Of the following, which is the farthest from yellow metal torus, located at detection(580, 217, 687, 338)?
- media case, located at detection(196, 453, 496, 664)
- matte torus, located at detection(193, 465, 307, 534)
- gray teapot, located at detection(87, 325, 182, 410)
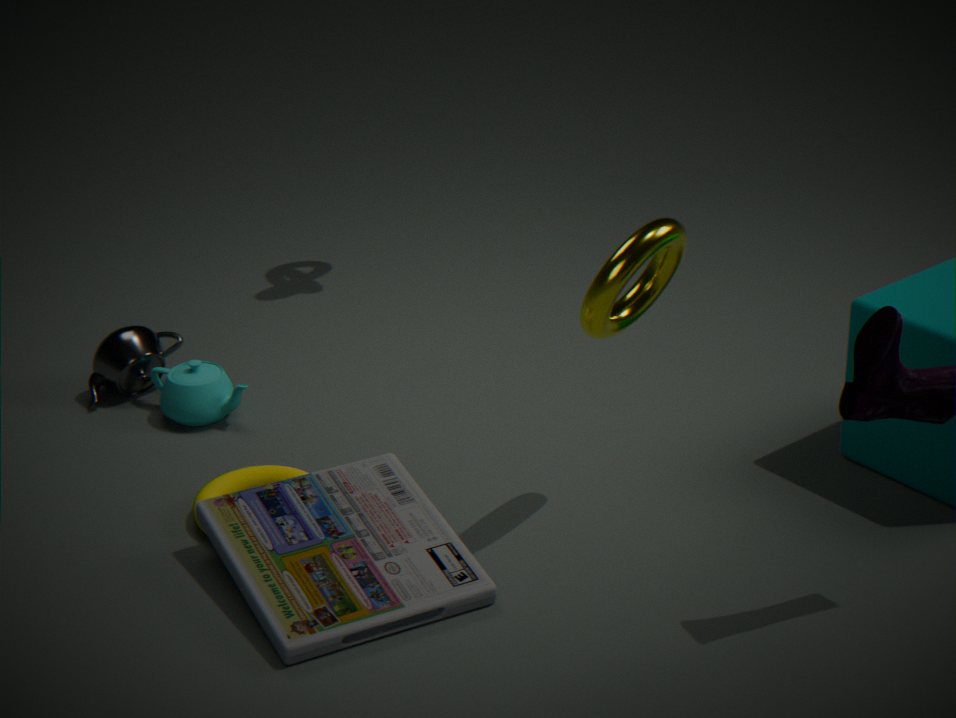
gray teapot, located at detection(87, 325, 182, 410)
